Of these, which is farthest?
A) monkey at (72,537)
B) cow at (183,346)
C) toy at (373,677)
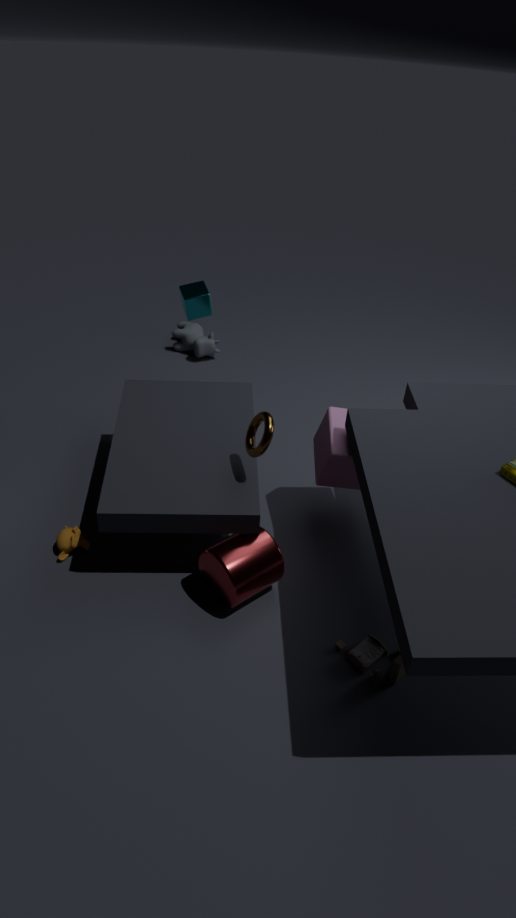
cow at (183,346)
